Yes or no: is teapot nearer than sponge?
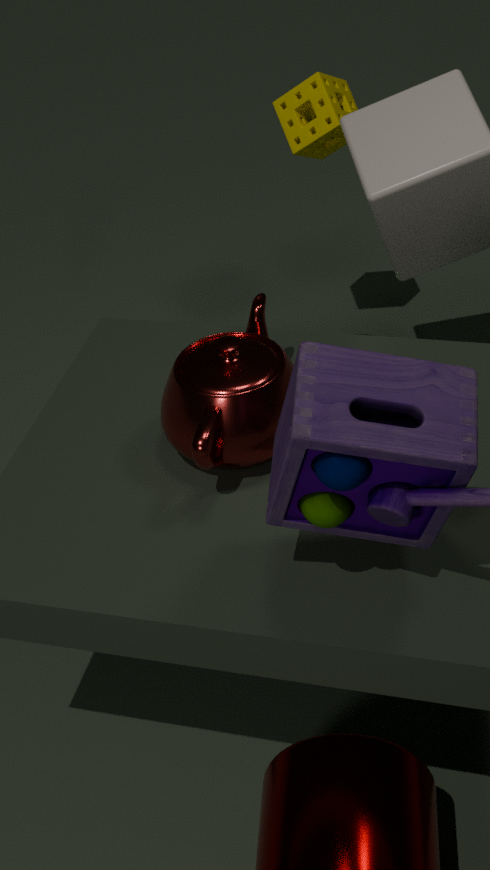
Yes
